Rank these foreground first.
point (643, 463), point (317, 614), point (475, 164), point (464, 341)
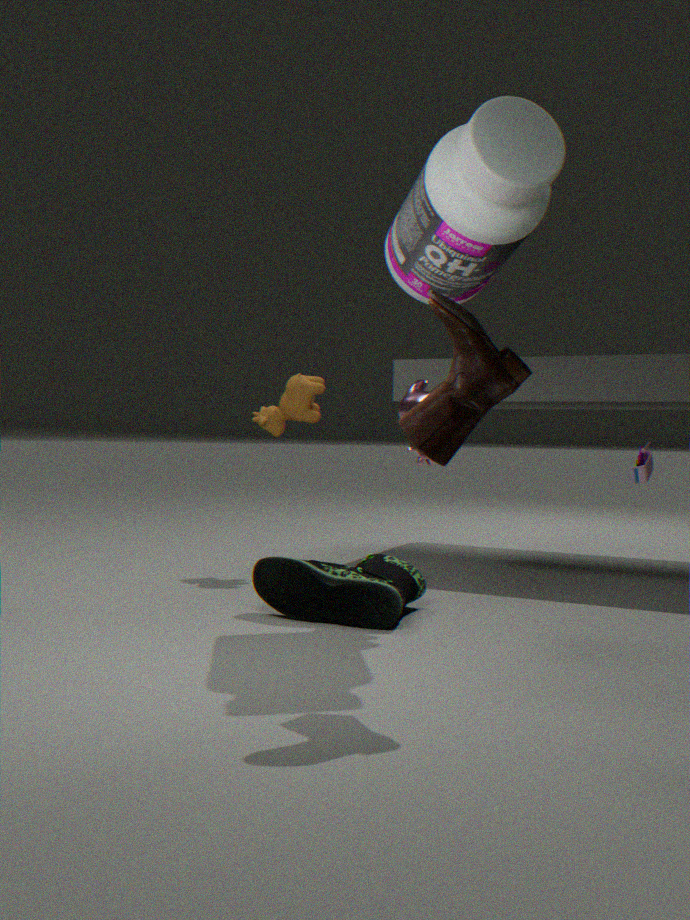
1. point (464, 341)
2. point (475, 164)
3. point (317, 614)
4. point (643, 463)
